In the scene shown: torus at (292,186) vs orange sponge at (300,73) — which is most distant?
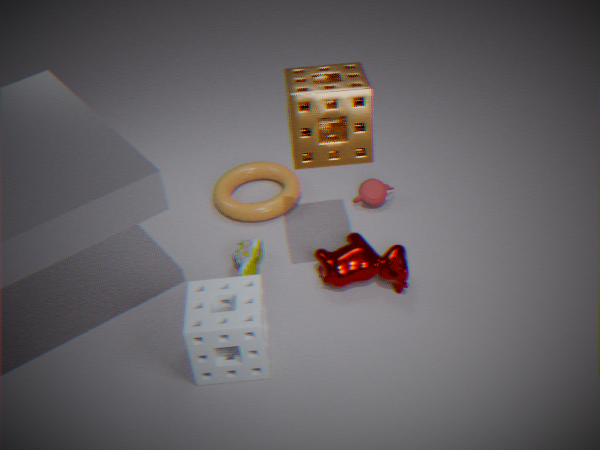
torus at (292,186)
